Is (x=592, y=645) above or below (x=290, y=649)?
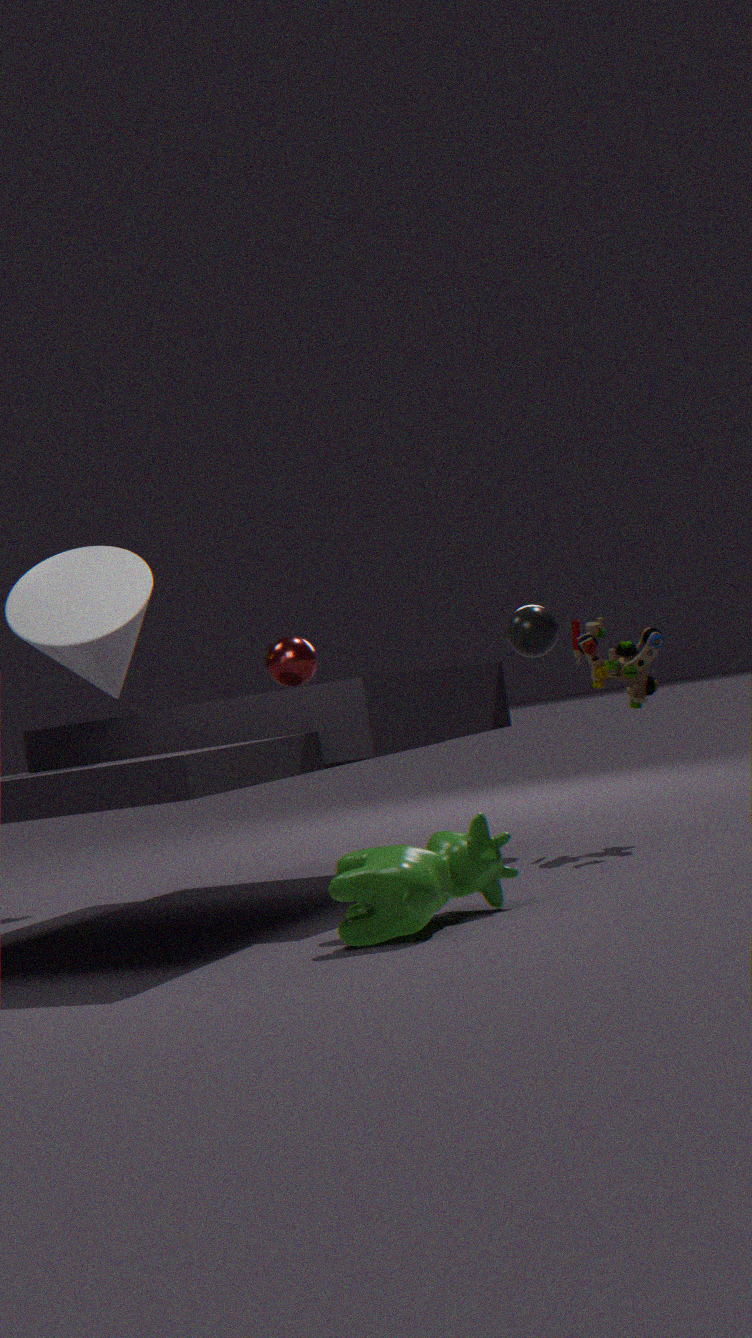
below
